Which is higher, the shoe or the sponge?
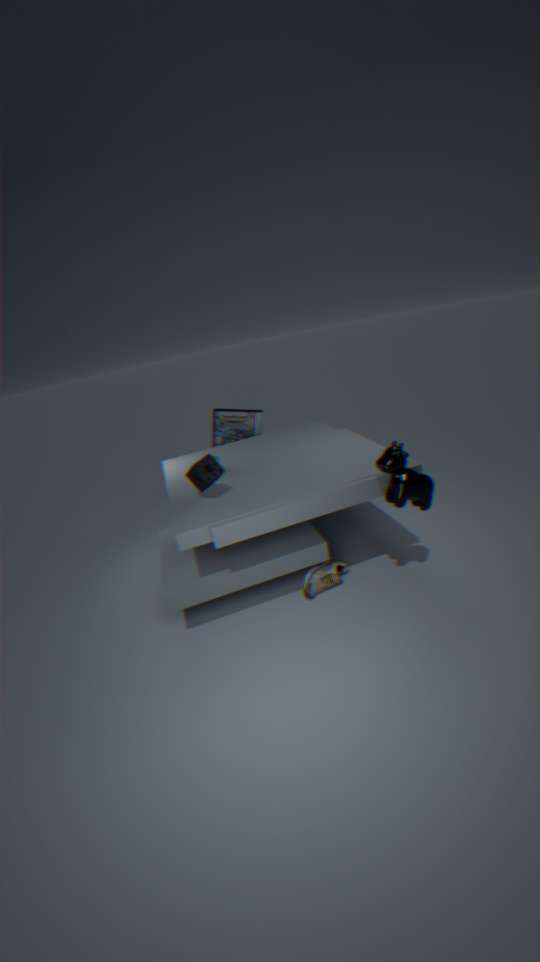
the sponge
